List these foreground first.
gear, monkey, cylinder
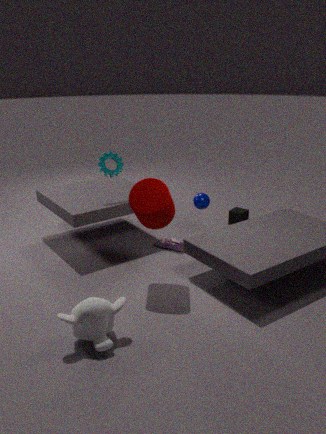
monkey < cylinder < gear
